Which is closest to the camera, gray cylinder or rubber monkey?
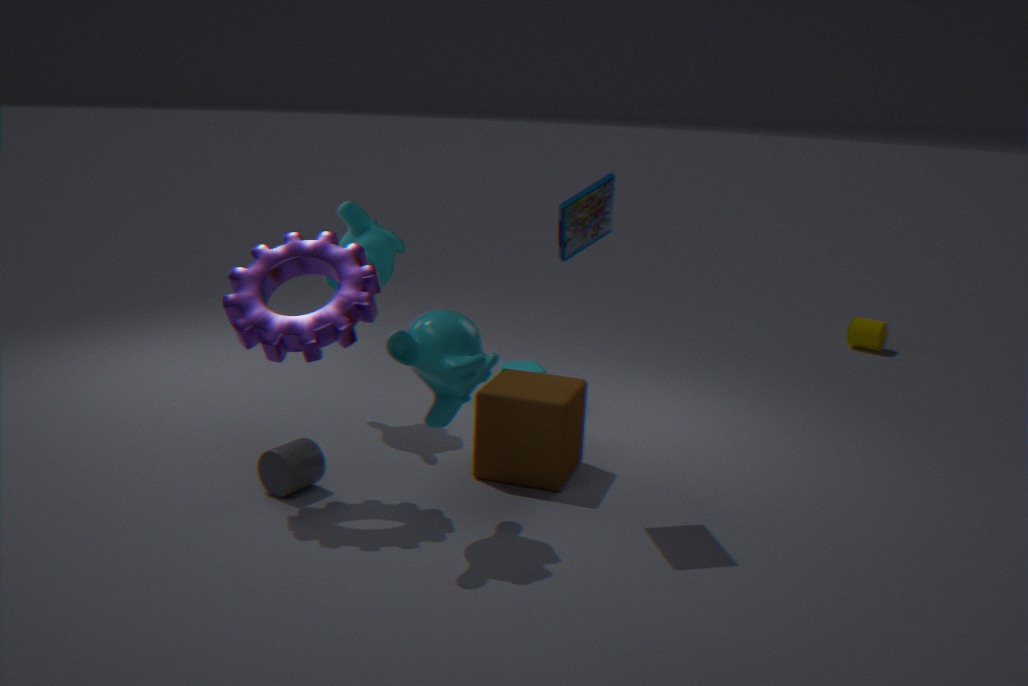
gray cylinder
